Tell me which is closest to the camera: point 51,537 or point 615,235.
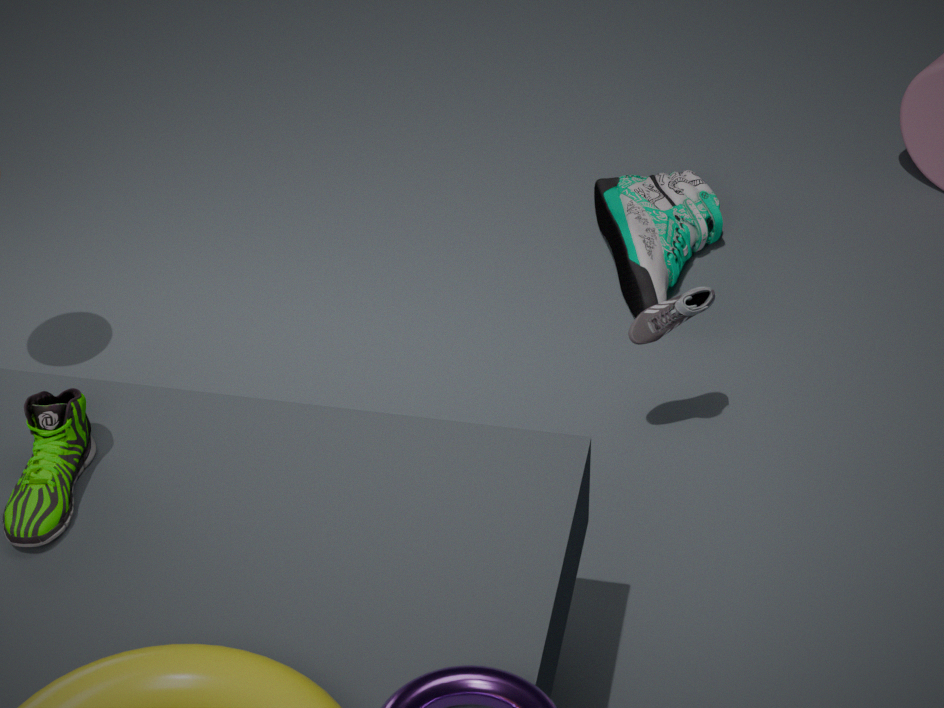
point 51,537
